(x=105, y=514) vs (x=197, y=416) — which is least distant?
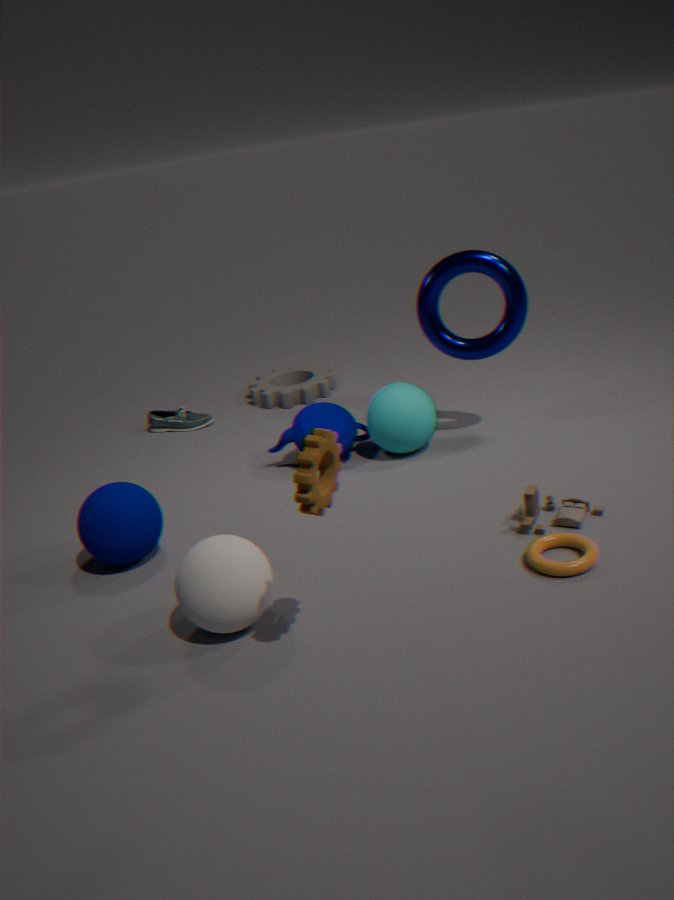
(x=105, y=514)
